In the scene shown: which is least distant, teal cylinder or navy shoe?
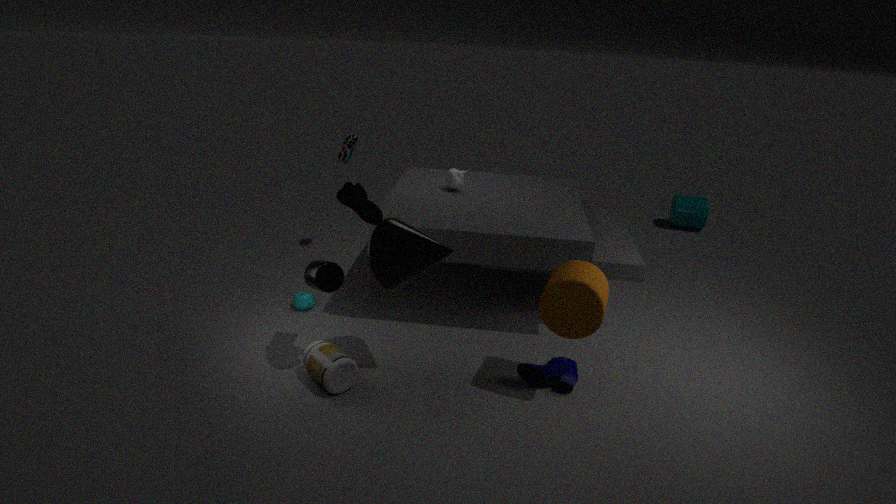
navy shoe
